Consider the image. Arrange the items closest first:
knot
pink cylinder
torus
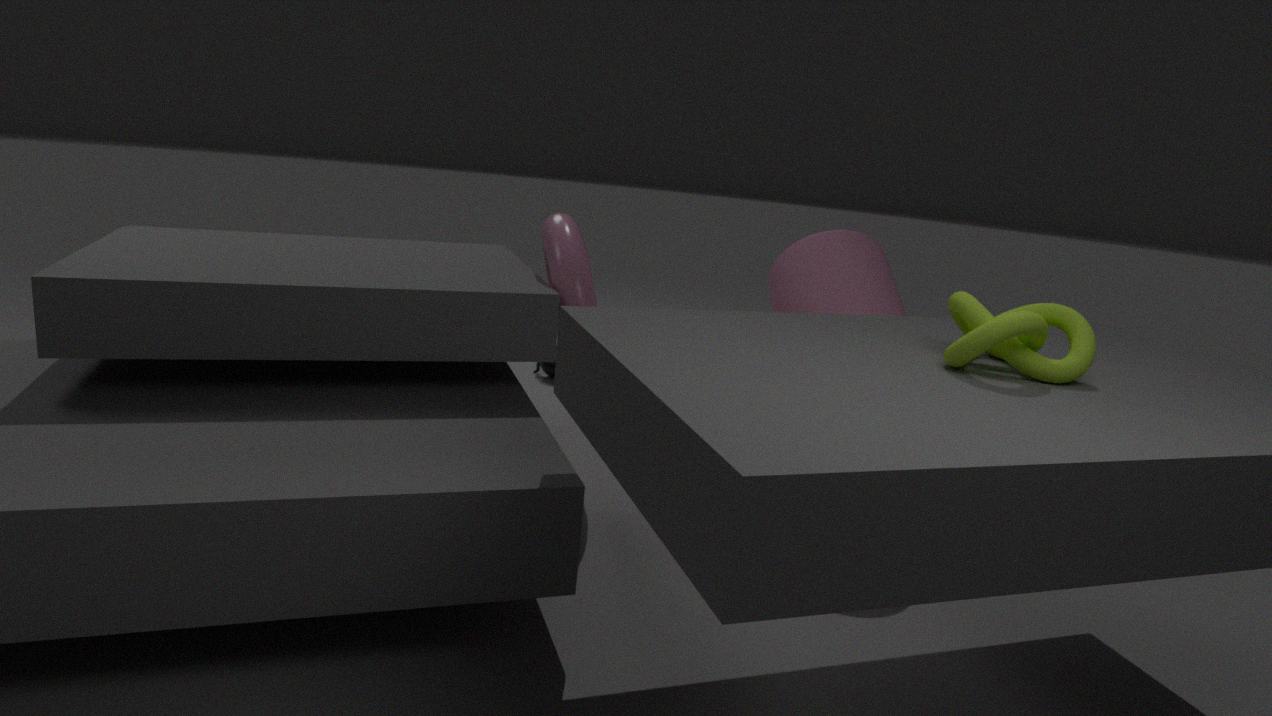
knot → torus → pink cylinder
